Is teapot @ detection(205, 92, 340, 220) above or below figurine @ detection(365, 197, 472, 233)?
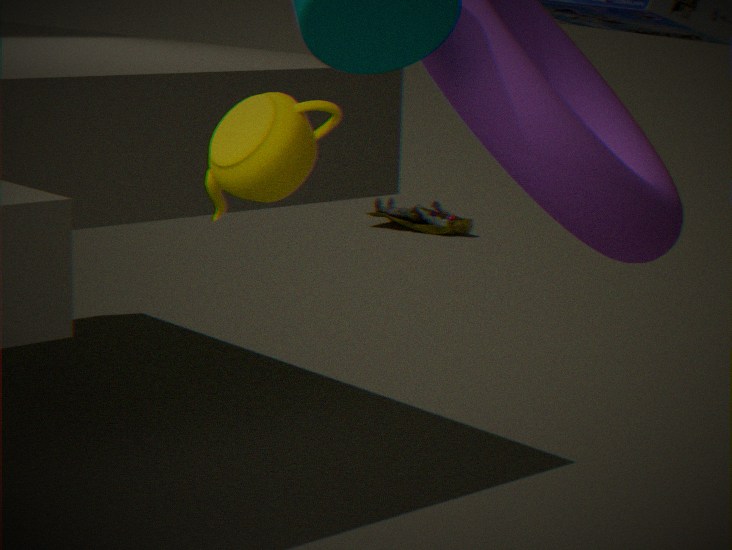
above
